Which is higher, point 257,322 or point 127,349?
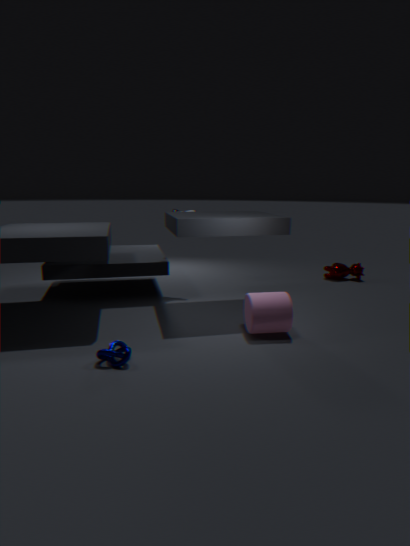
point 257,322
